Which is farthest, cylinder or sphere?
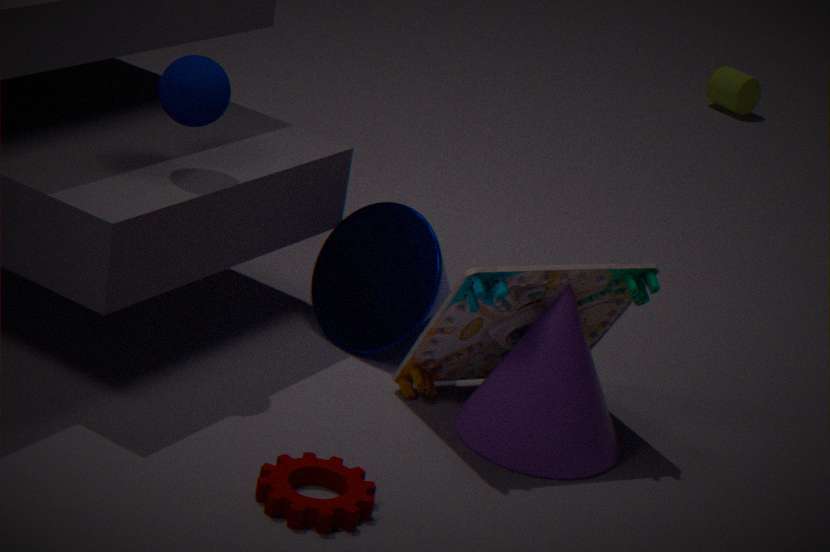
cylinder
